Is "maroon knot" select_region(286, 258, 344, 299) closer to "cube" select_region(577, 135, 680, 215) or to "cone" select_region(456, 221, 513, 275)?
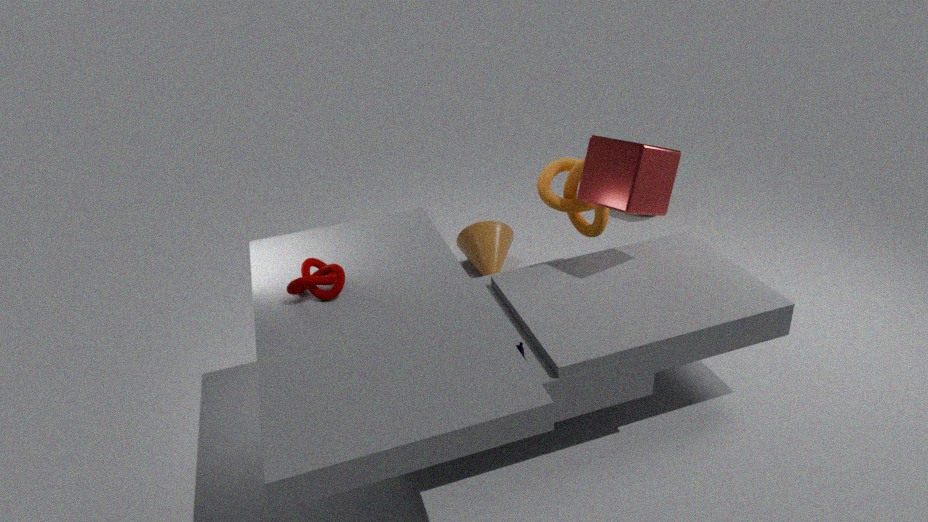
"cube" select_region(577, 135, 680, 215)
